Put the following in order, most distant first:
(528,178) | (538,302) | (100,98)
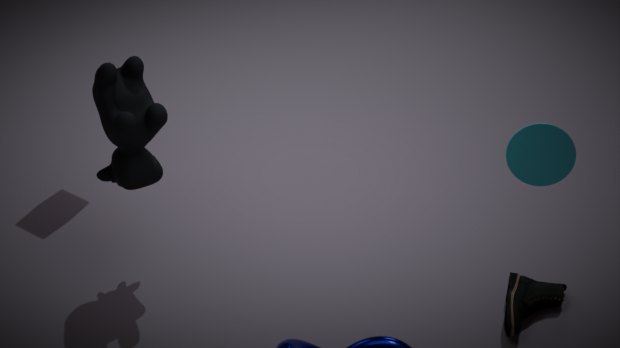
(538,302)
(100,98)
(528,178)
